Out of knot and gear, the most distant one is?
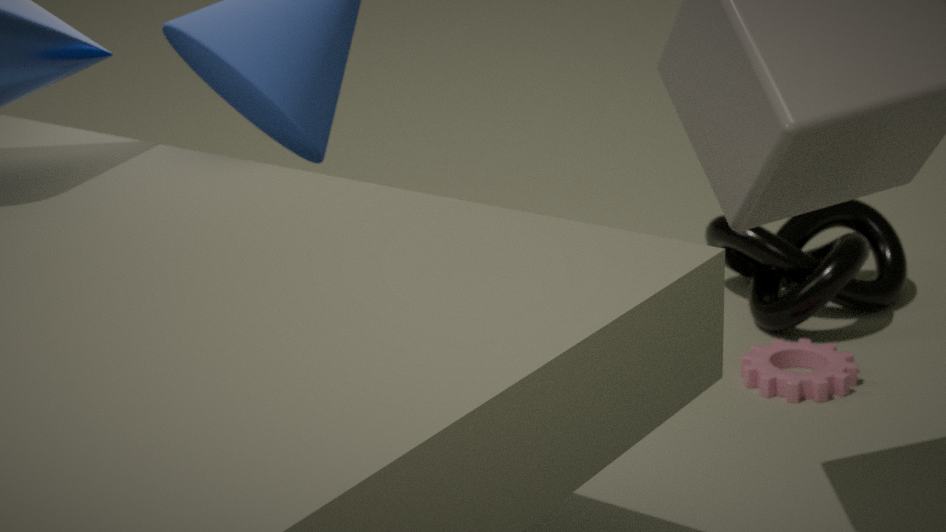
knot
